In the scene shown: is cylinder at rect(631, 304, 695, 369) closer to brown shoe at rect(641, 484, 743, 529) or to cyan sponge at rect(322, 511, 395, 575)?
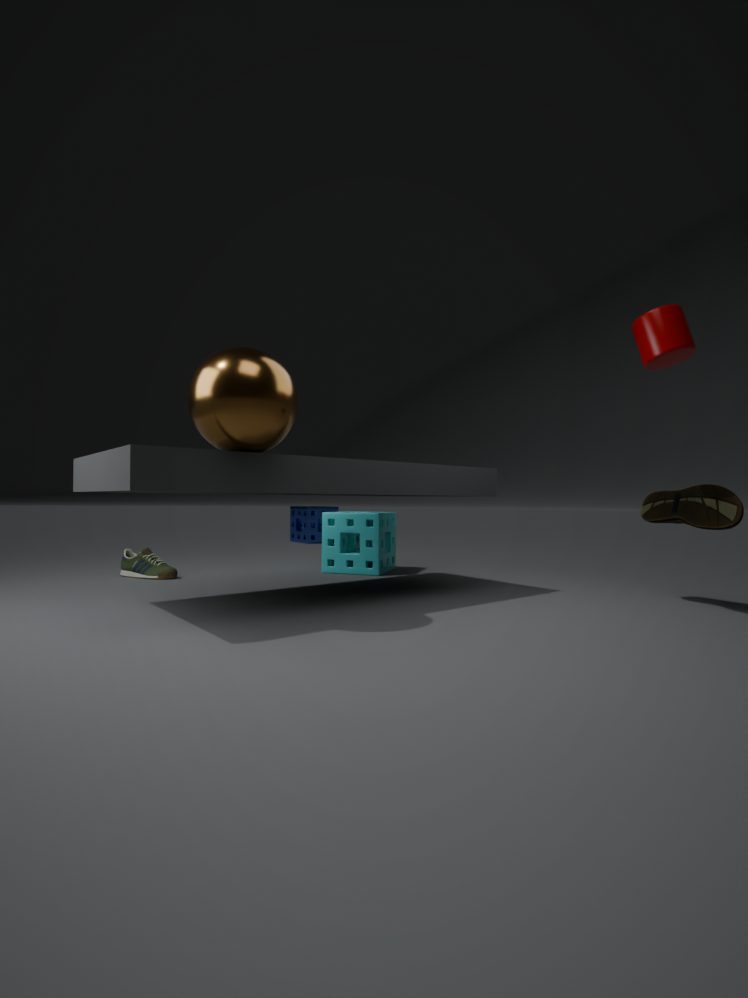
brown shoe at rect(641, 484, 743, 529)
